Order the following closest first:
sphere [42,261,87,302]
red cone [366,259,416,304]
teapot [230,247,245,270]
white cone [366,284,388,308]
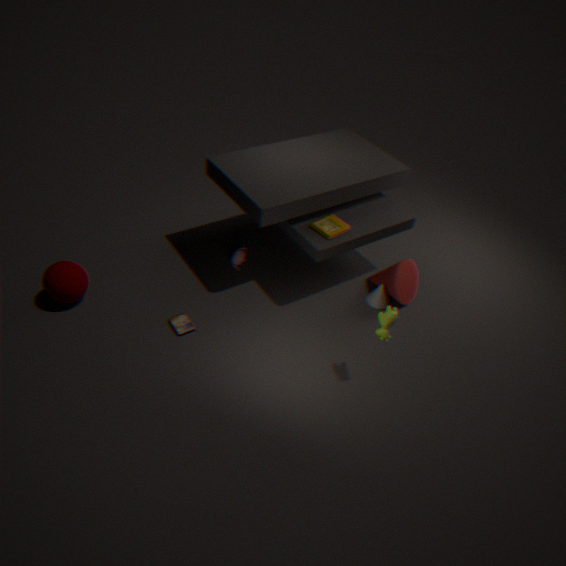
sphere [42,261,87,302], red cone [366,259,416,304], white cone [366,284,388,308], teapot [230,247,245,270]
